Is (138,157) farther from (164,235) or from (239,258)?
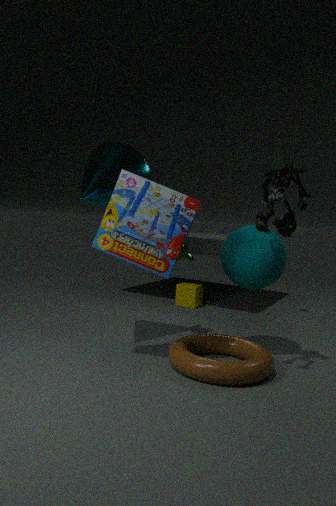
(239,258)
